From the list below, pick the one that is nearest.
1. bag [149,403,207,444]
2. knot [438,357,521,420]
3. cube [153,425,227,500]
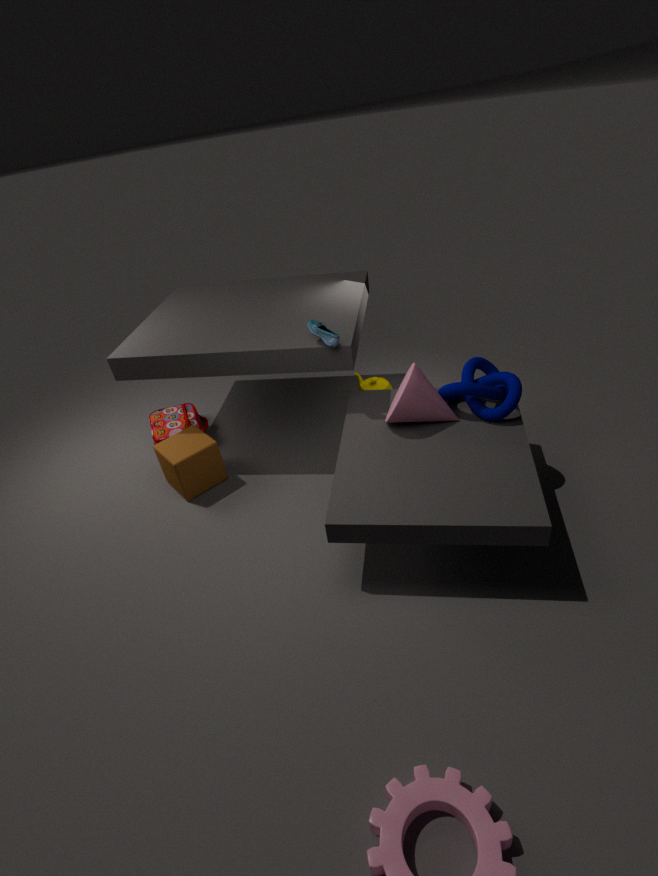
knot [438,357,521,420]
